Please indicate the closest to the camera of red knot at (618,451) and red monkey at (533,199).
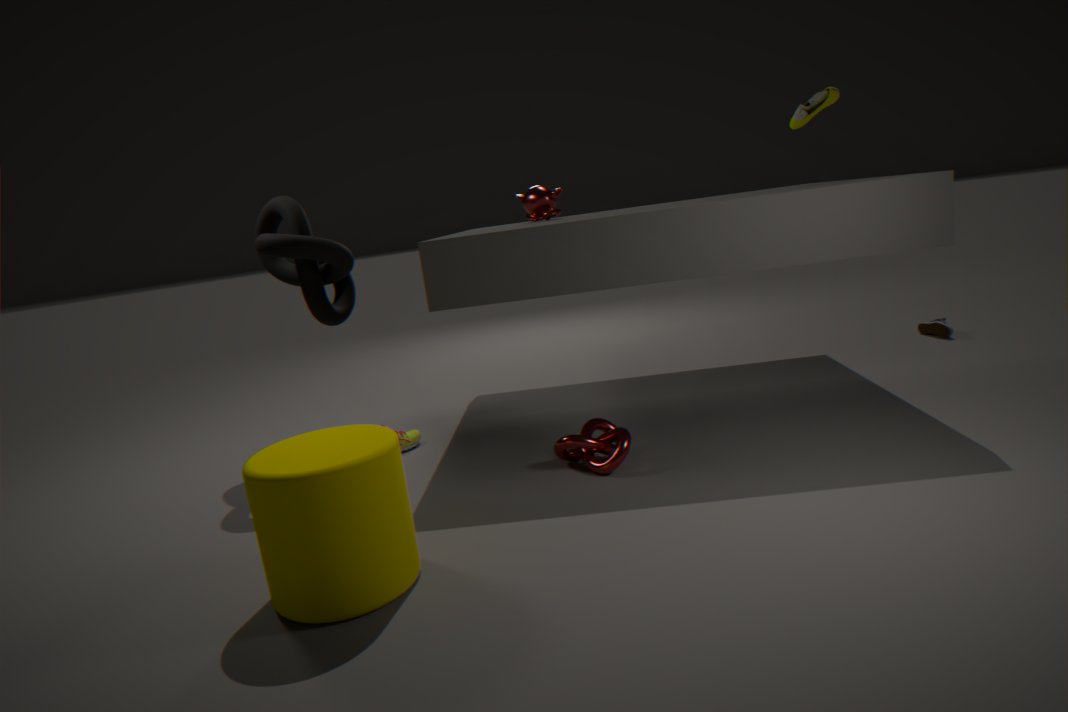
red knot at (618,451)
